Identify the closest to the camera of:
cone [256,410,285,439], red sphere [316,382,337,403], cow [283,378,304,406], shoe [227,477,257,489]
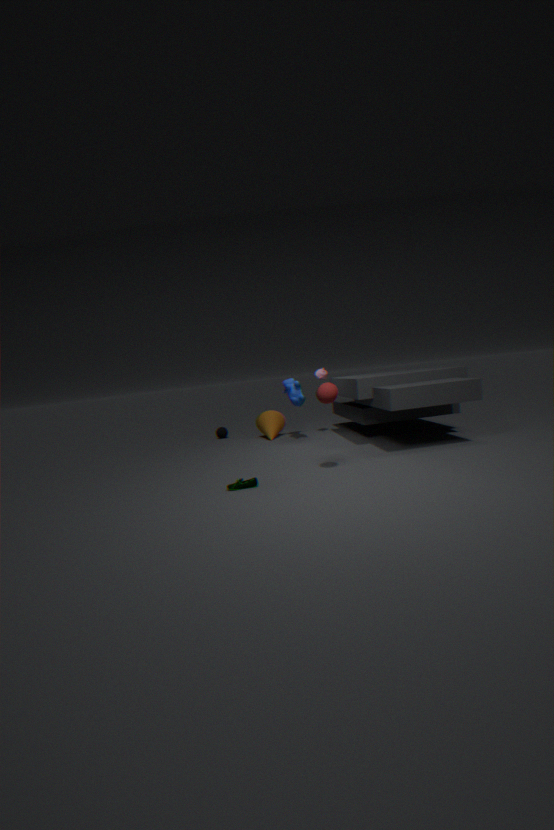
red sphere [316,382,337,403]
